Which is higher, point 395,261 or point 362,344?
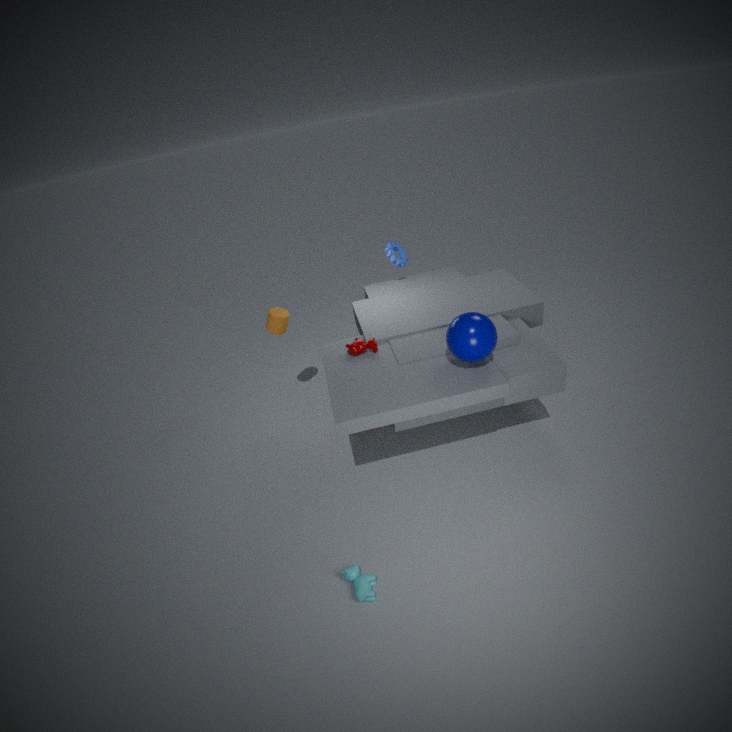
point 395,261
